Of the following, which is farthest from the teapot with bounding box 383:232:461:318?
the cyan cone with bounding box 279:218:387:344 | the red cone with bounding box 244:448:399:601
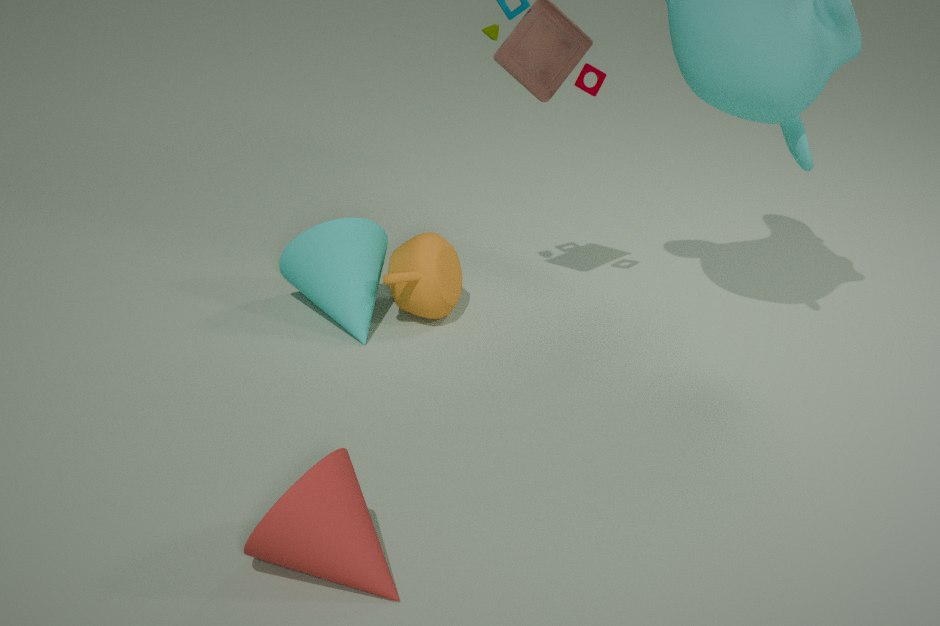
the red cone with bounding box 244:448:399:601
